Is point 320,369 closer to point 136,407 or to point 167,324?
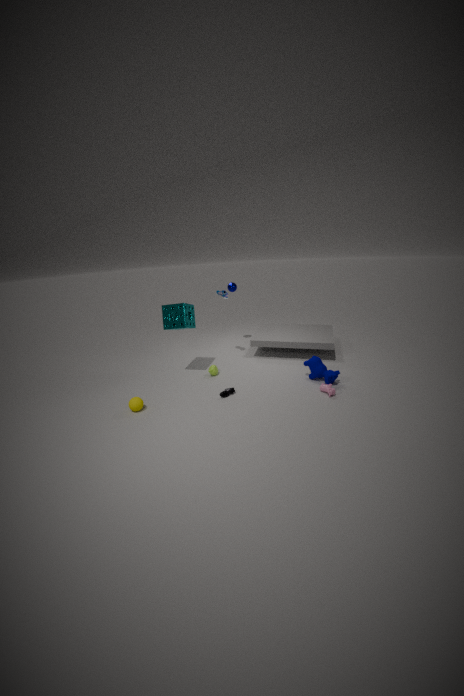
point 167,324
